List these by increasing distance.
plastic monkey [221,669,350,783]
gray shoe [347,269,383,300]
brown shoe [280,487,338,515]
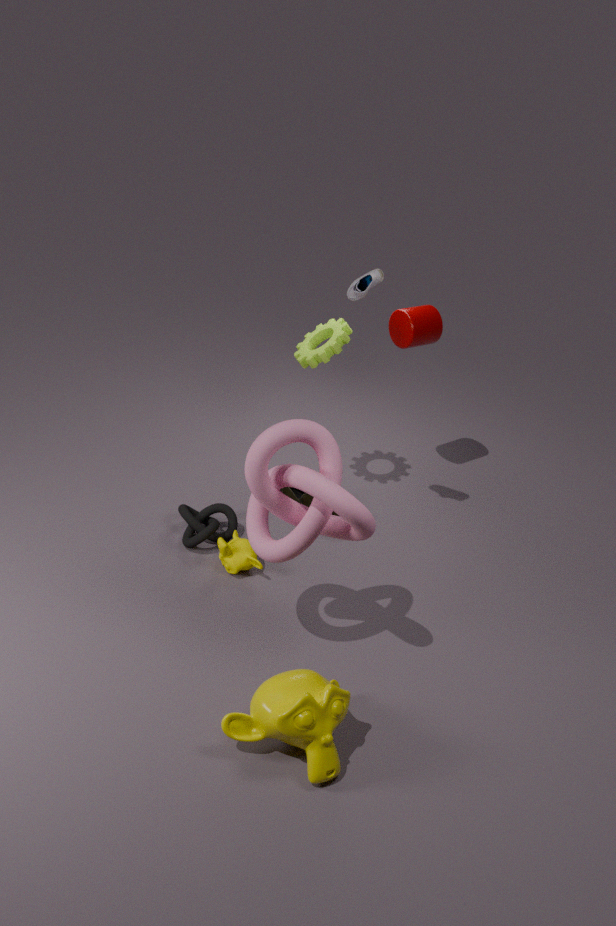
plastic monkey [221,669,350,783] < gray shoe [347,269,383,300] < brown shoe [280,487,338,515]
